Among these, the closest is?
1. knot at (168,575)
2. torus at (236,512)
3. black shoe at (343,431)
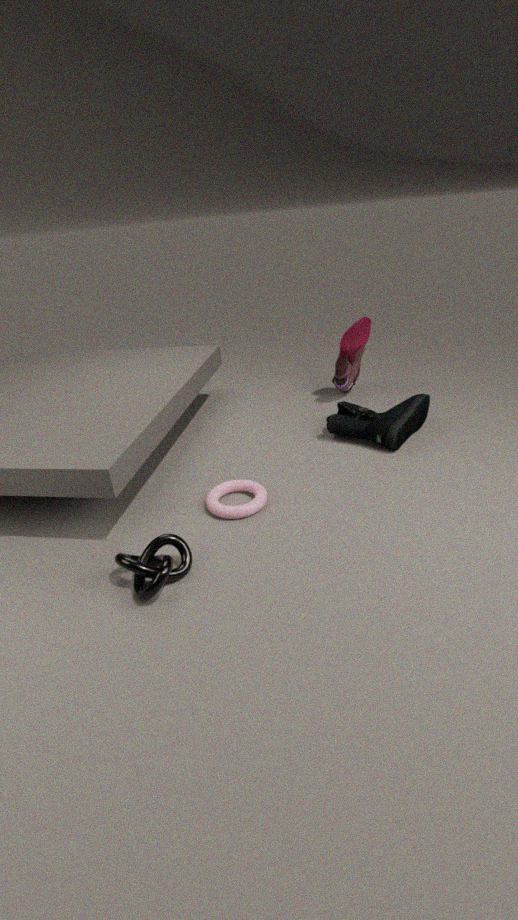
knot at (168,575)
